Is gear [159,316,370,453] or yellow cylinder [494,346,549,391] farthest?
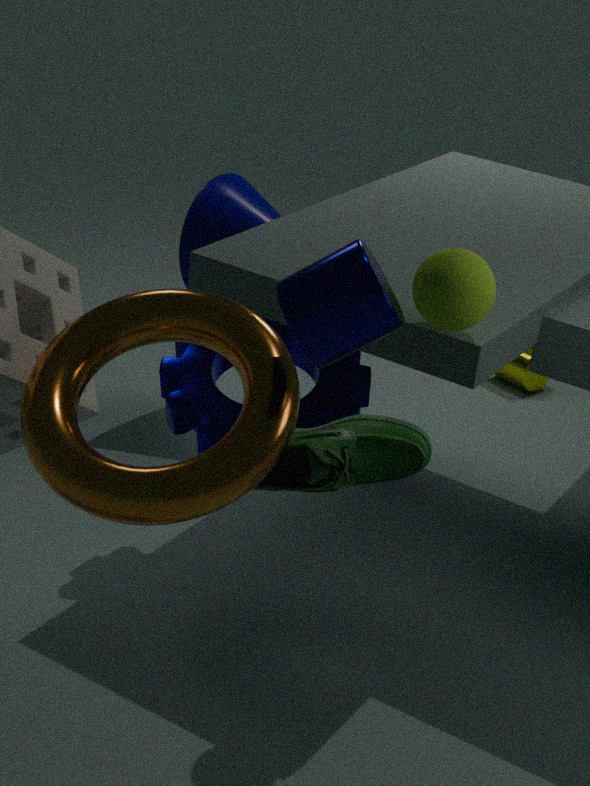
yellow cylinder [494,346,549,391]
